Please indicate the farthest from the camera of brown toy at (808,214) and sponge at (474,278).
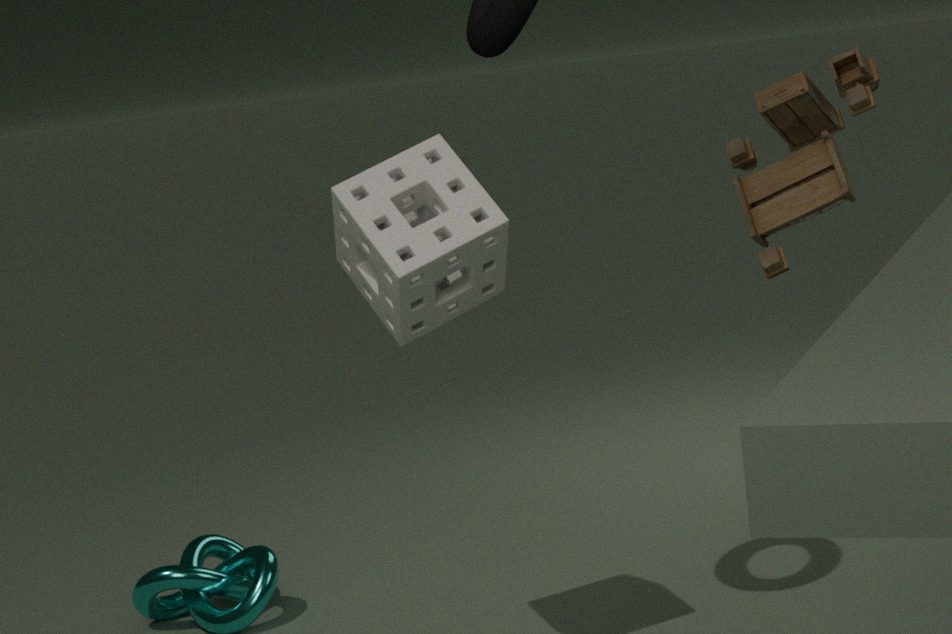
brown toy at (808,214)
